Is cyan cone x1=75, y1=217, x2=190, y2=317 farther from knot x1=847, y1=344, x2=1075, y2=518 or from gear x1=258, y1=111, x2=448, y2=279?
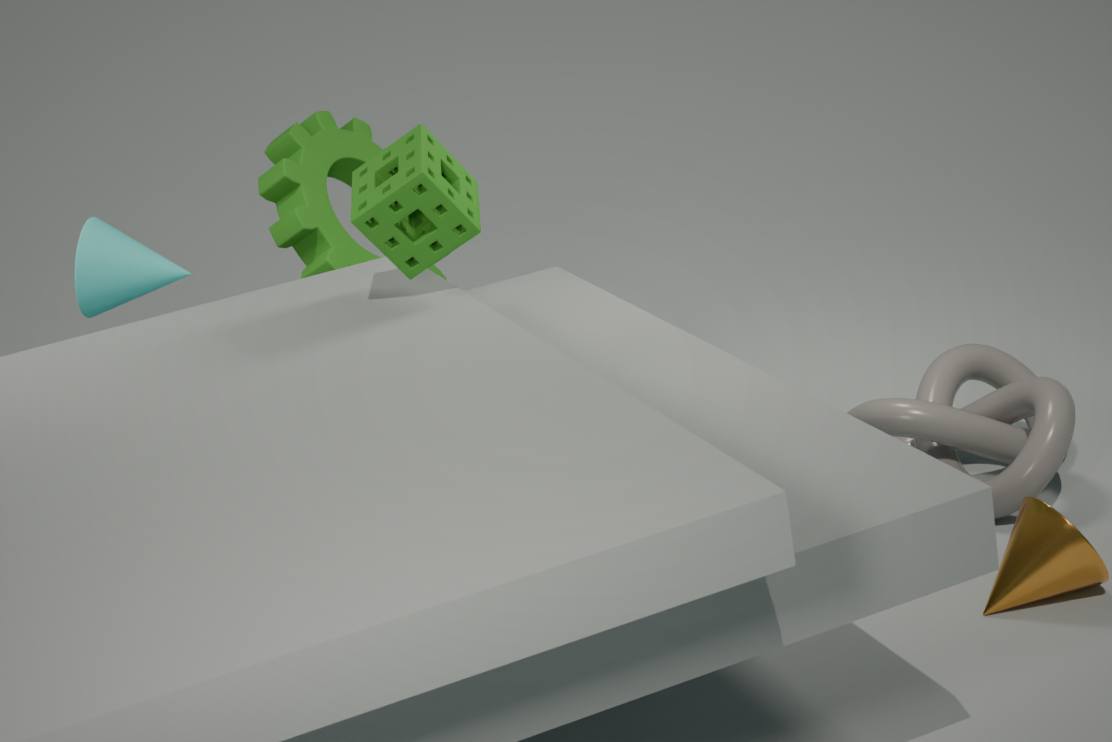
knot x1=847, y1=344, x2=1075, y2=518
